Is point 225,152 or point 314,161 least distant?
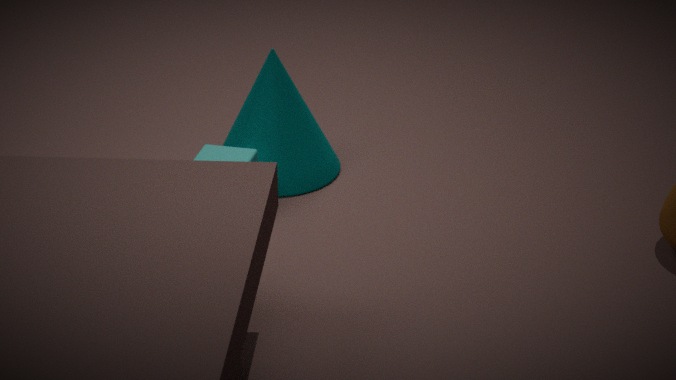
point 225,152
